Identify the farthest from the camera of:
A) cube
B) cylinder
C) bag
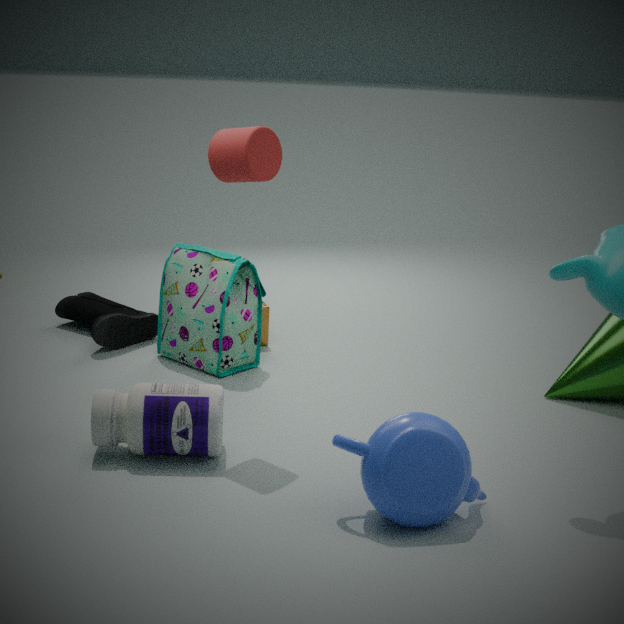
cube
